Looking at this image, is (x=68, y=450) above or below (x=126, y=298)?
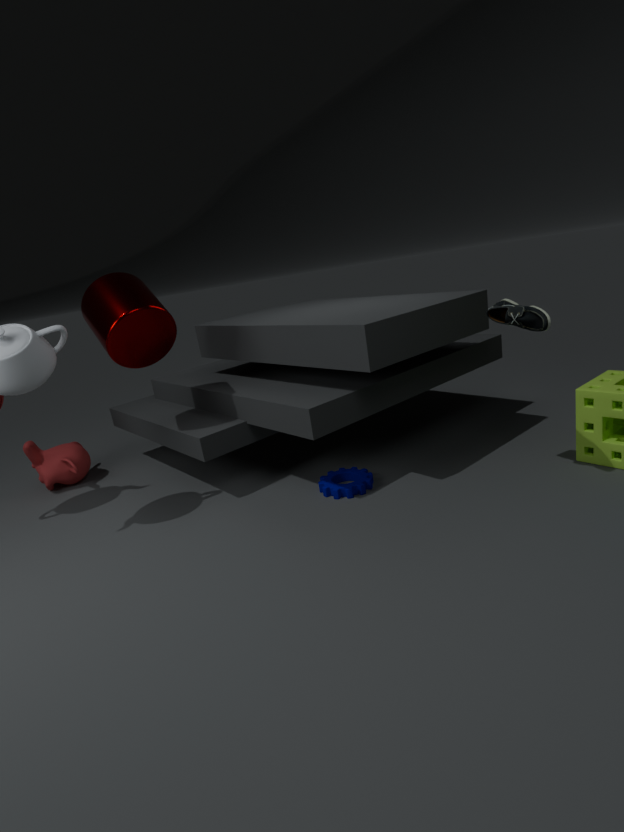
below
